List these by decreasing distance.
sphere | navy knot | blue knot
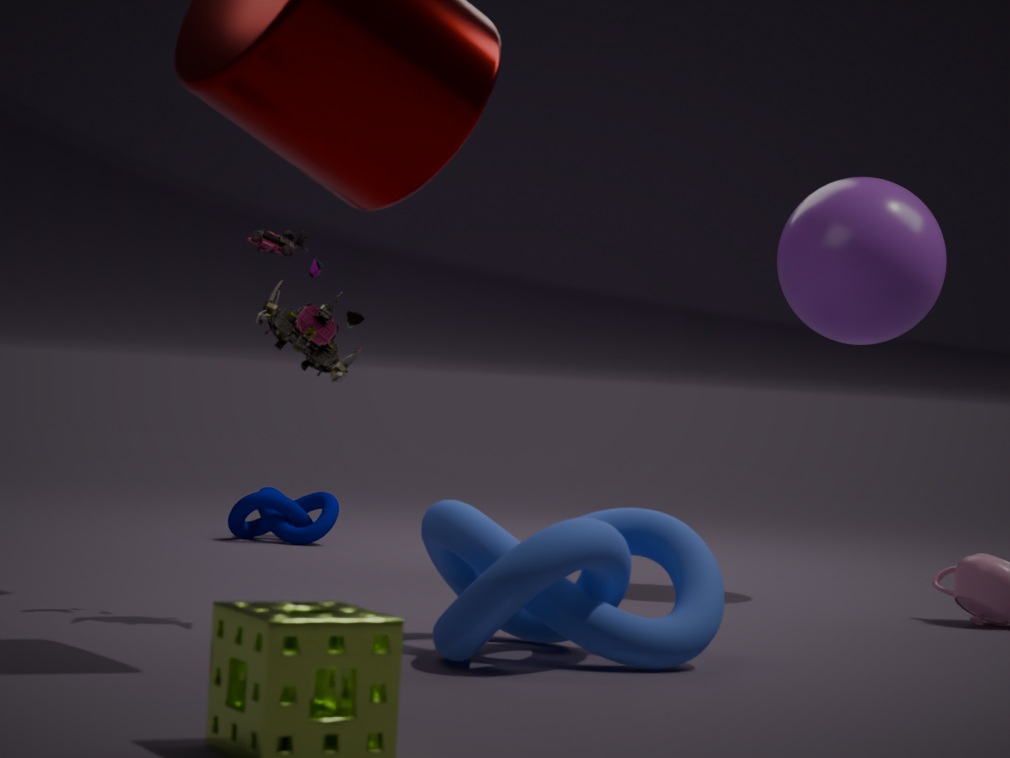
navy knot < sphere < blue knot
